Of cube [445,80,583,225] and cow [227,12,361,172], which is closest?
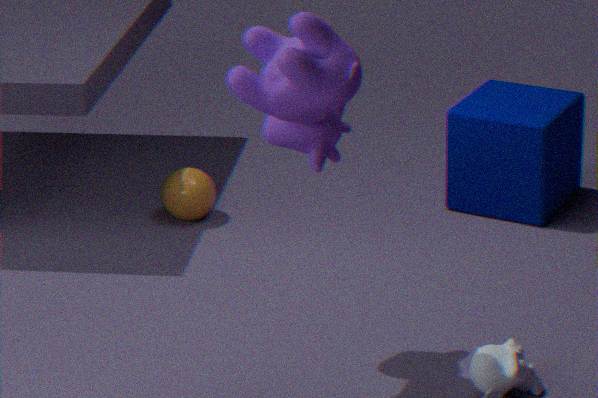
cow [227,12,361,172]
